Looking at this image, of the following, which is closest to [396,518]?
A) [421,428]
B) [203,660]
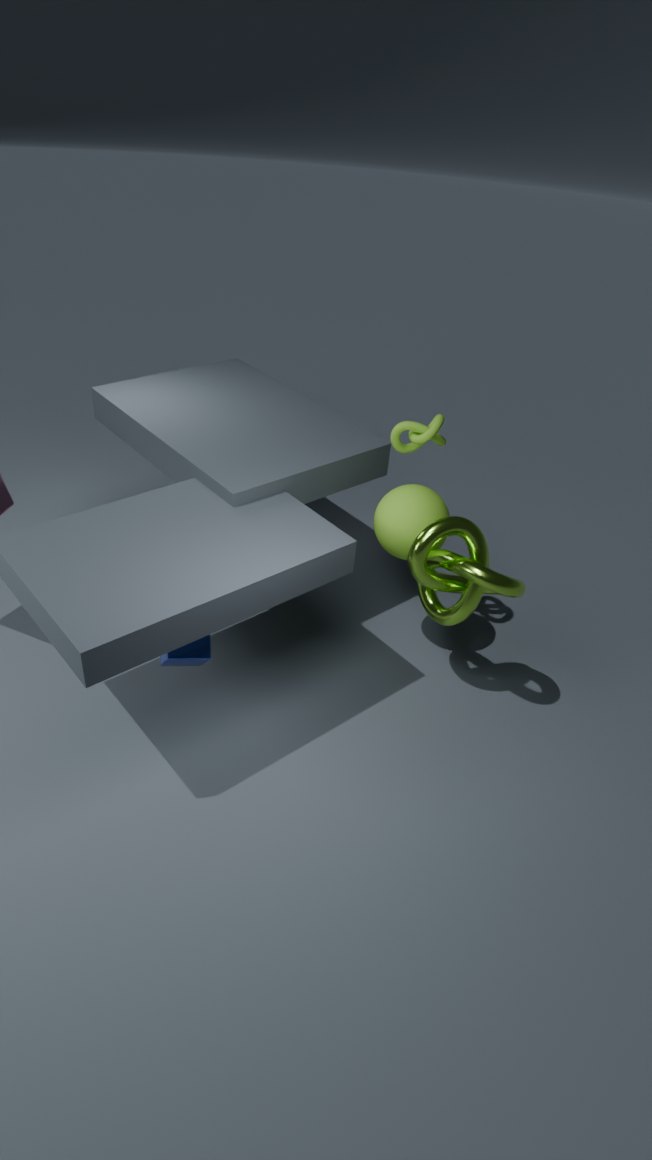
[421,428]
